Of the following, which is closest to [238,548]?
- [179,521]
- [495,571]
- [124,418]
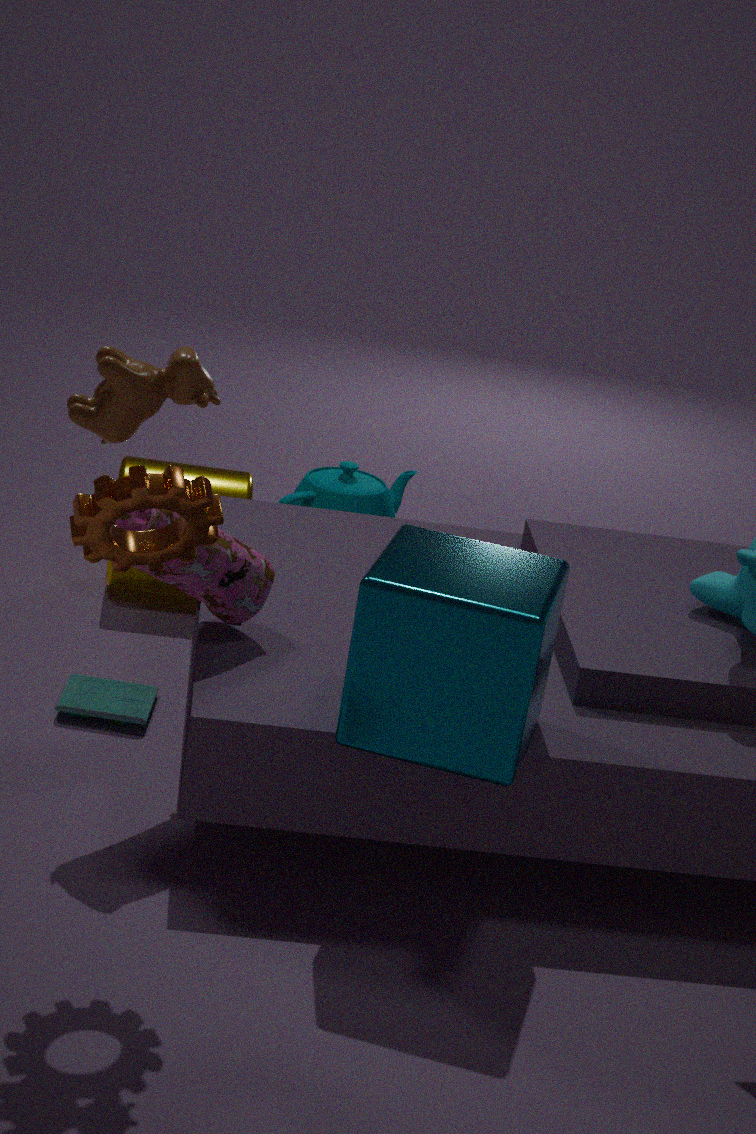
[179,521]
